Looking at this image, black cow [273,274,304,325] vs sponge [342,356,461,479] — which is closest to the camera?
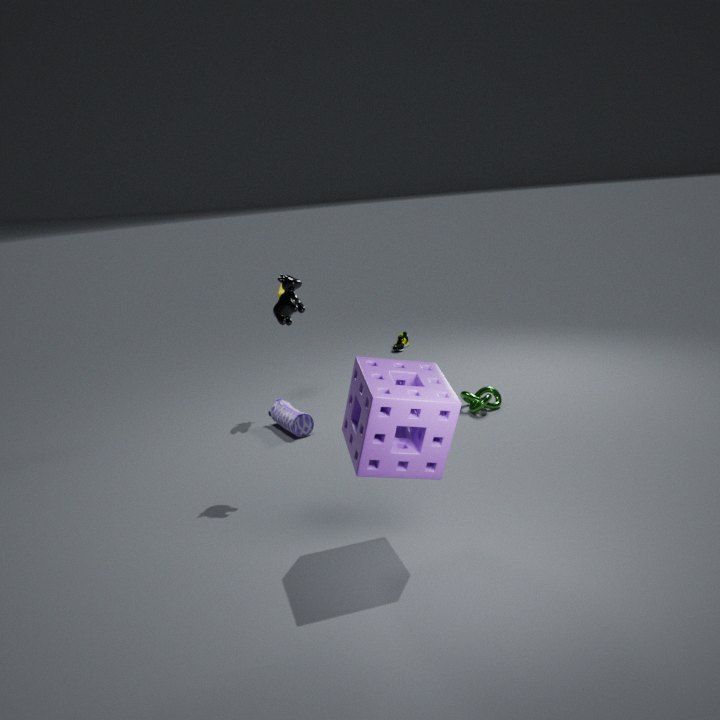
sponge [342,356,461,479]
